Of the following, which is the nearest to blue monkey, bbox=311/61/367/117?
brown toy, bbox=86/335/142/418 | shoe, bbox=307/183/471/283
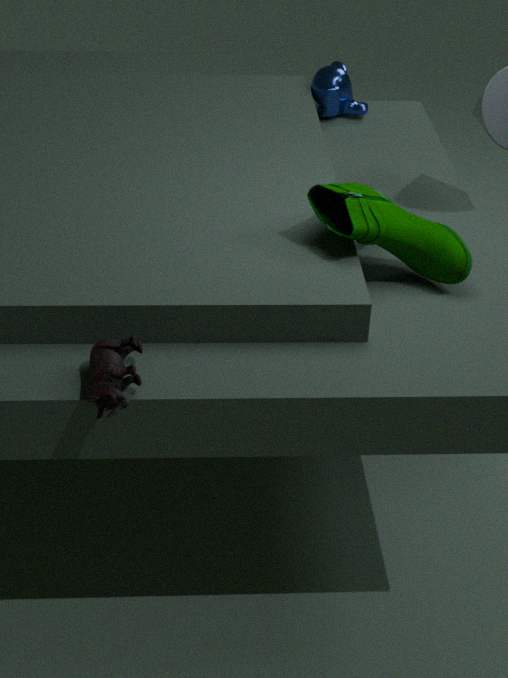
shoe, bbox=307/183/471/283
